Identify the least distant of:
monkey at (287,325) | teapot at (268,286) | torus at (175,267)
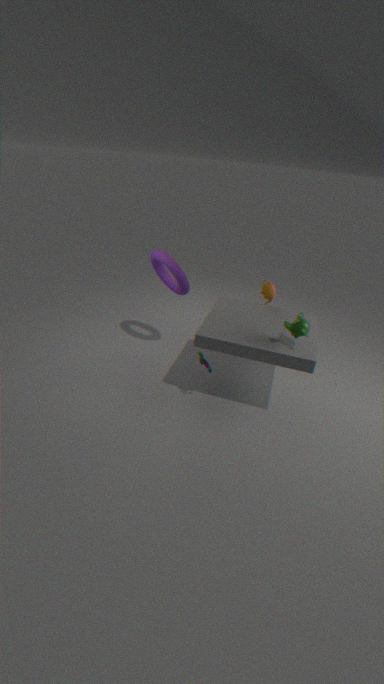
monkey at (287,325)
